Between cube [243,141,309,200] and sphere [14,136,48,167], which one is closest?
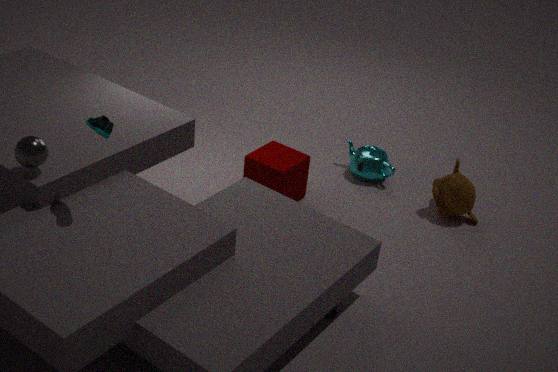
sphere [14,136,48,167]
